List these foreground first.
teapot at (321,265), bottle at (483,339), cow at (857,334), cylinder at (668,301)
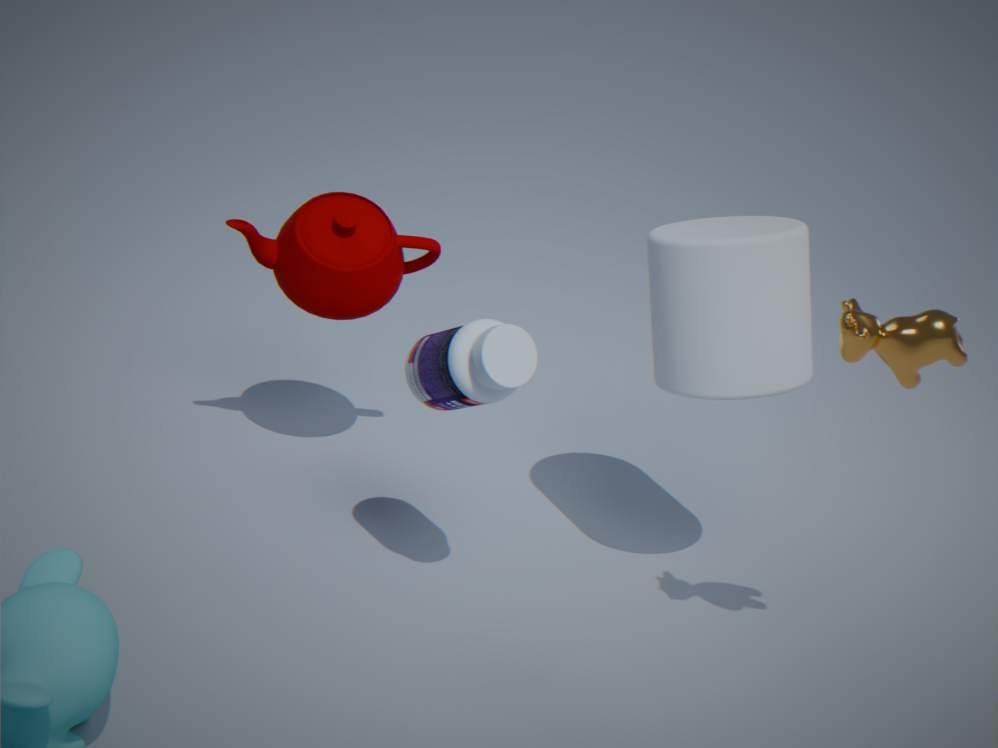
cow at (857,334) < bottle at (483,339) < cylinder at (668,301) < teapot at (321,265)
